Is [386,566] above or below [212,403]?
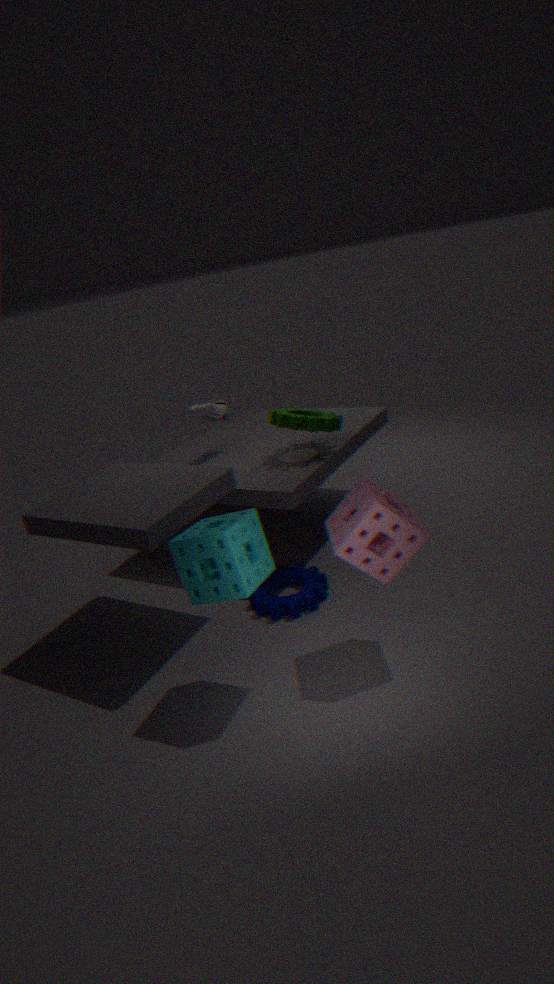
below
